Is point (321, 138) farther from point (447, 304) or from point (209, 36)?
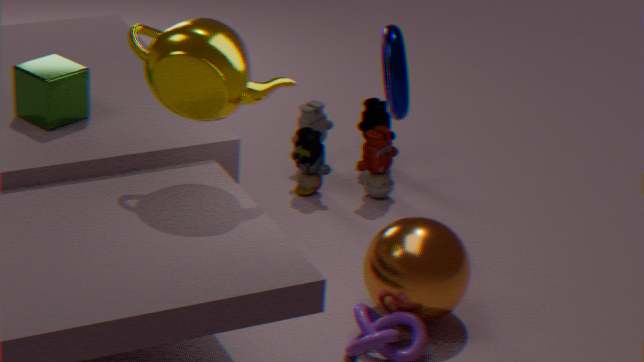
point (209, 36)
